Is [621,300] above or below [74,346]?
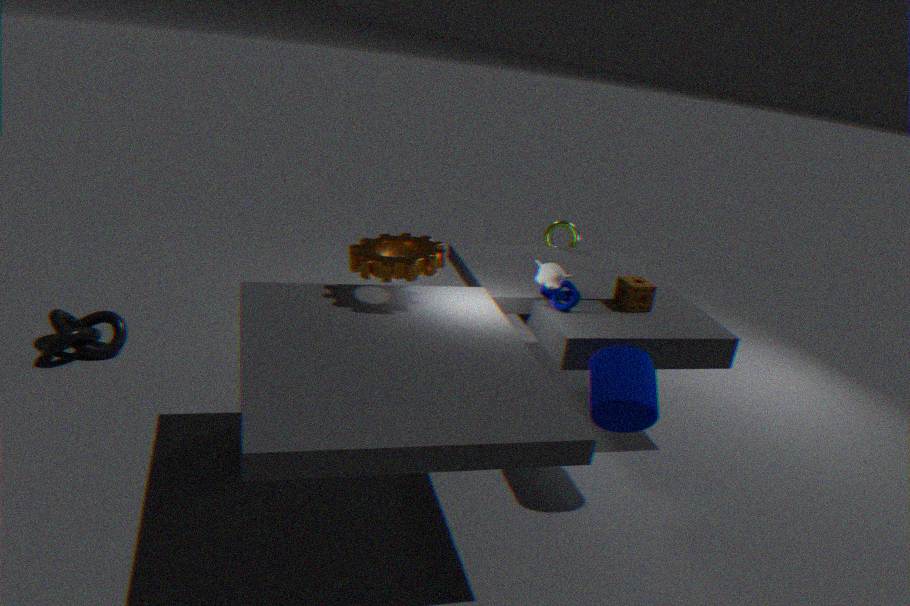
above
